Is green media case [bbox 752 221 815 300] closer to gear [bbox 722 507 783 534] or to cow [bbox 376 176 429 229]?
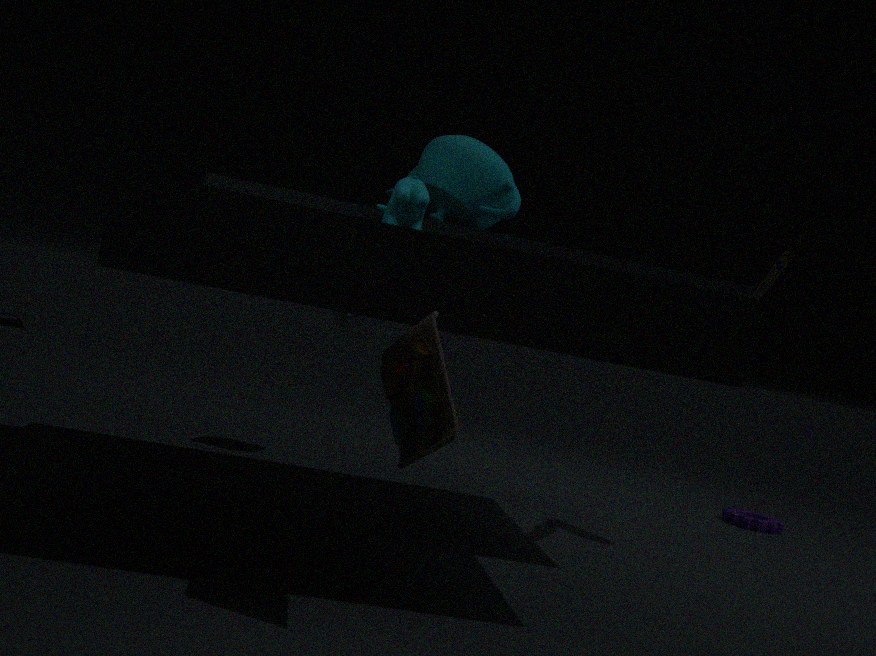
gear [bbox 722 507 783 534]
